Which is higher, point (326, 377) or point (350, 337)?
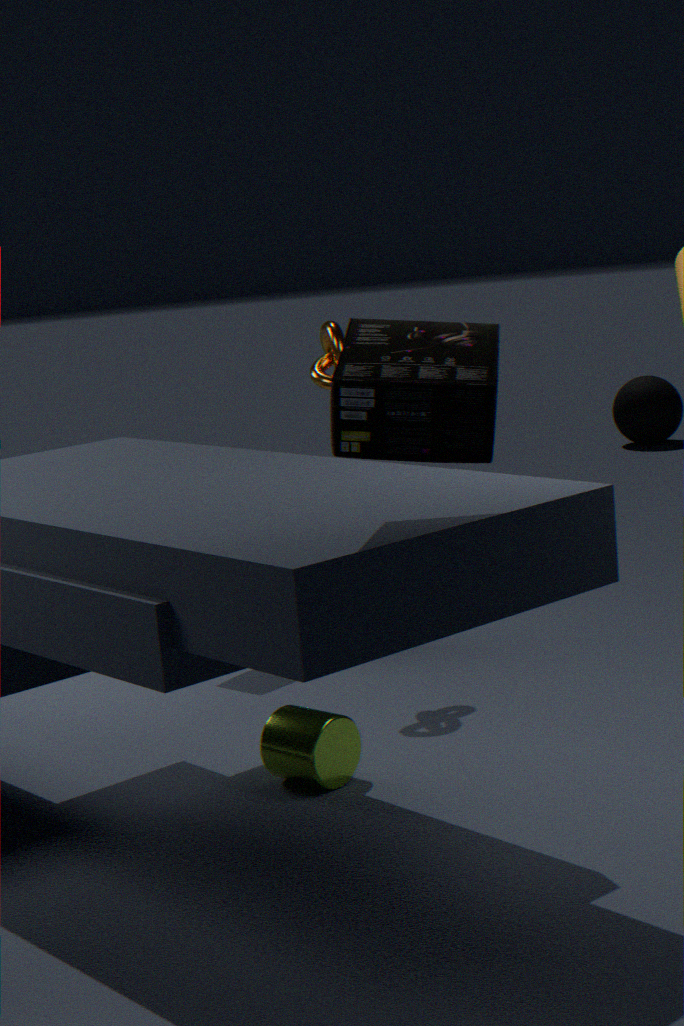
point (350, 337)
